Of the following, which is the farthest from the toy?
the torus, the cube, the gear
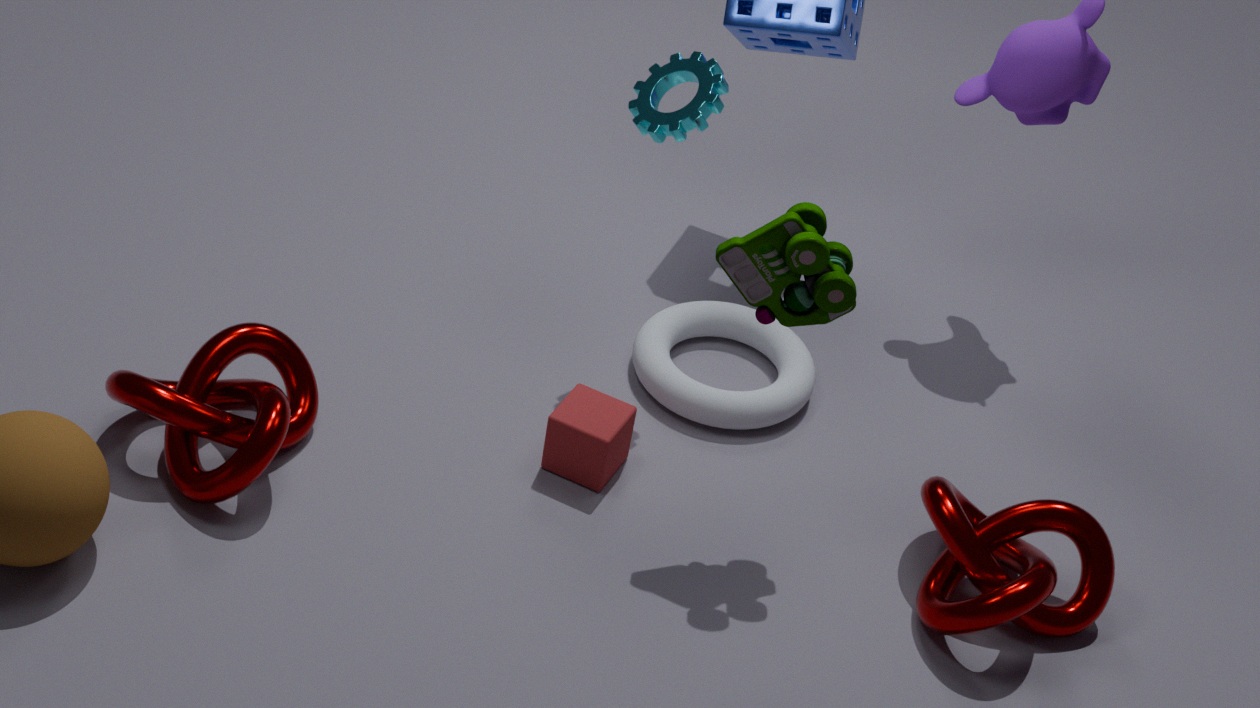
the torus
